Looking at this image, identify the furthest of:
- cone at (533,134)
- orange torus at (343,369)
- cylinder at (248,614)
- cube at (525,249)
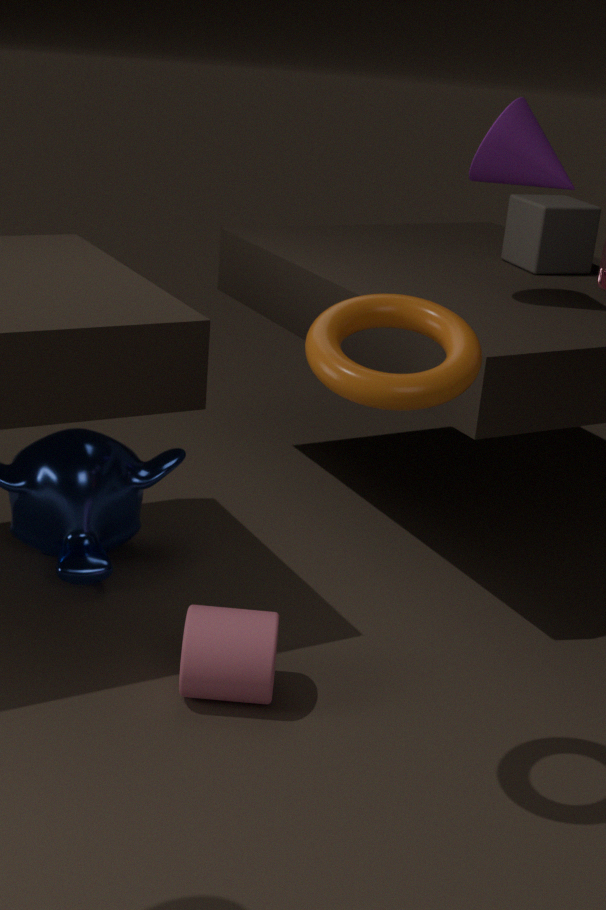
cube at (525,249)
